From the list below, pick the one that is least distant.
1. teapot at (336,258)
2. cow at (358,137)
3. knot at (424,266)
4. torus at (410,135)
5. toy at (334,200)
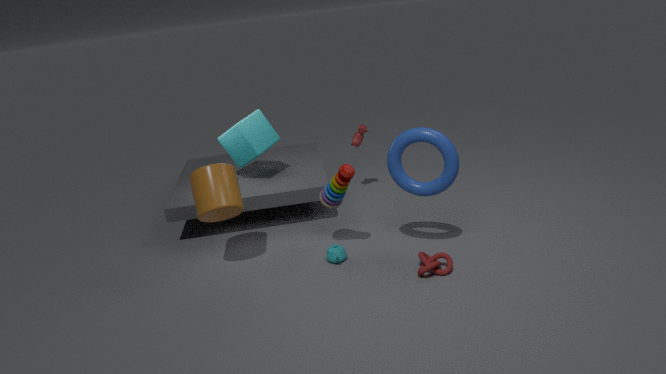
knot at (424,266)
